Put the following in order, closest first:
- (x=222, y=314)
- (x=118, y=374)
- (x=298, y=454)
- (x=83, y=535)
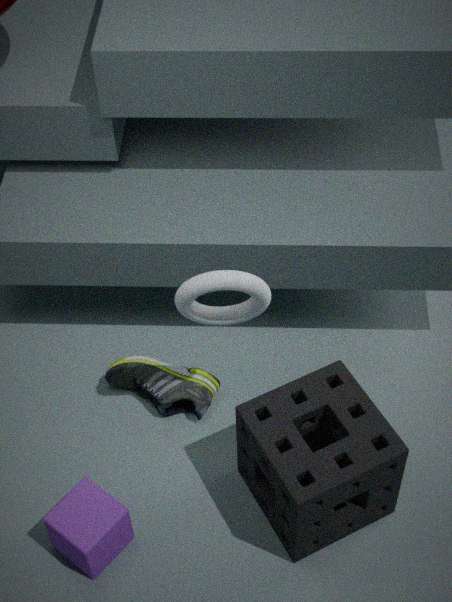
(x=298, y=454) → (x=83, y=535) → (x=222, y=314) → (x=118, y=374)
